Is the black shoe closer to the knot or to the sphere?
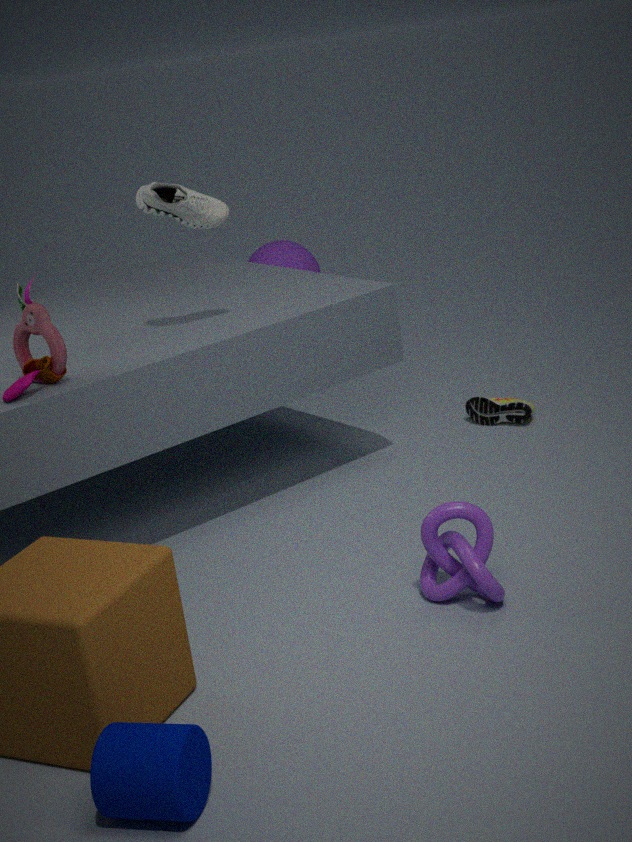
the knot
